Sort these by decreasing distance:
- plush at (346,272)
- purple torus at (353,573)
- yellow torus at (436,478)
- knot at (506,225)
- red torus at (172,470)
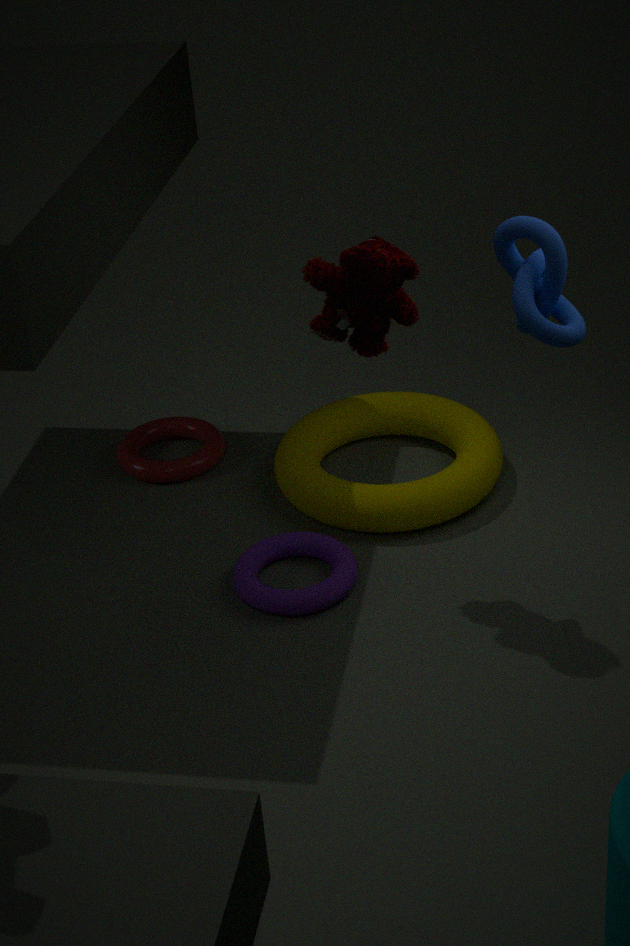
1. red torus at (172,470)
2. yellow torus at (436,478)
3. purple torus at (353,573)
4. knot at (506,225)
5. plush at (346,272)
